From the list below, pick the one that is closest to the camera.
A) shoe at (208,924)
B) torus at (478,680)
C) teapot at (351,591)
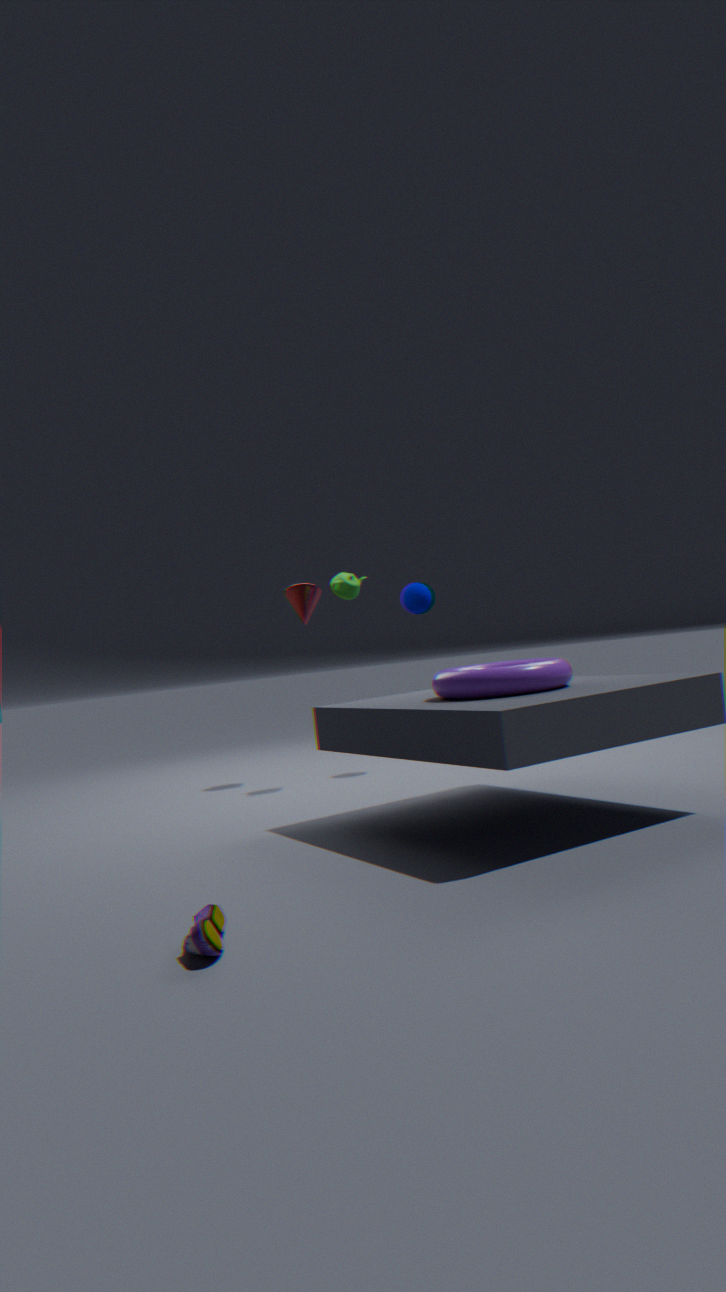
shoe at (208,924)
